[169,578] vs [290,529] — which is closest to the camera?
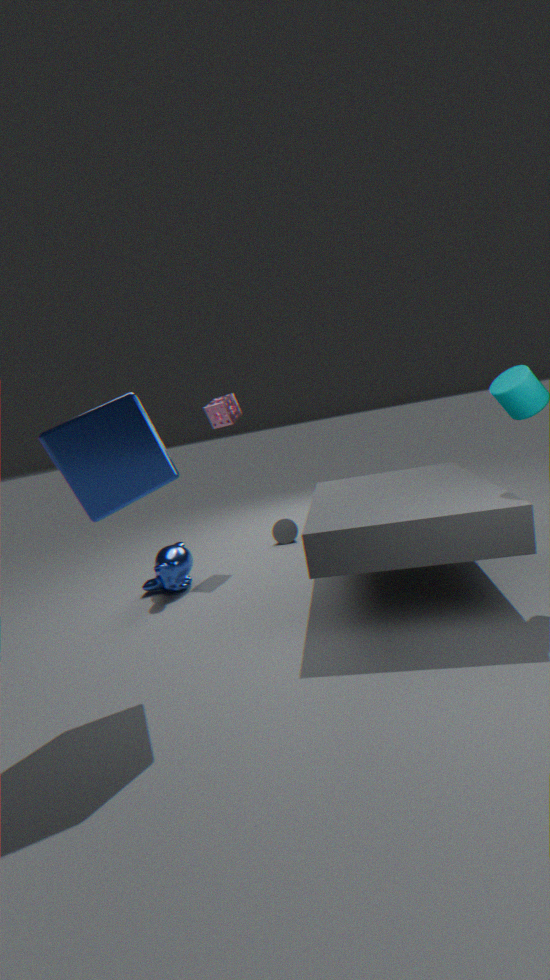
[169,578]
